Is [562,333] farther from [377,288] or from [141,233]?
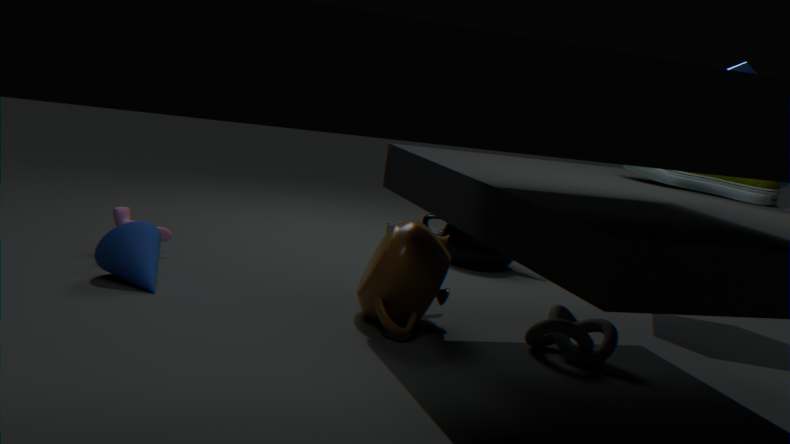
[141,233]
